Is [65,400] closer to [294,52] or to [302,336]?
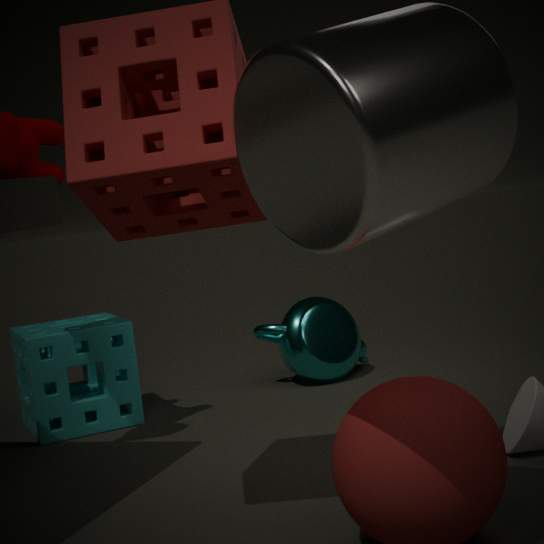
[302,336]
